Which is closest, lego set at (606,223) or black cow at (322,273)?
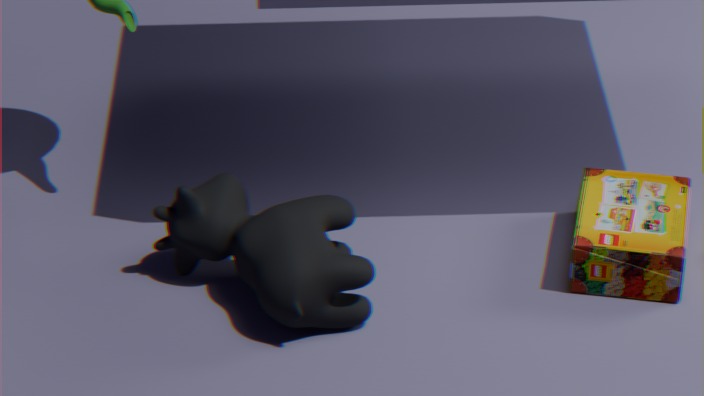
black cow at (322,273)
